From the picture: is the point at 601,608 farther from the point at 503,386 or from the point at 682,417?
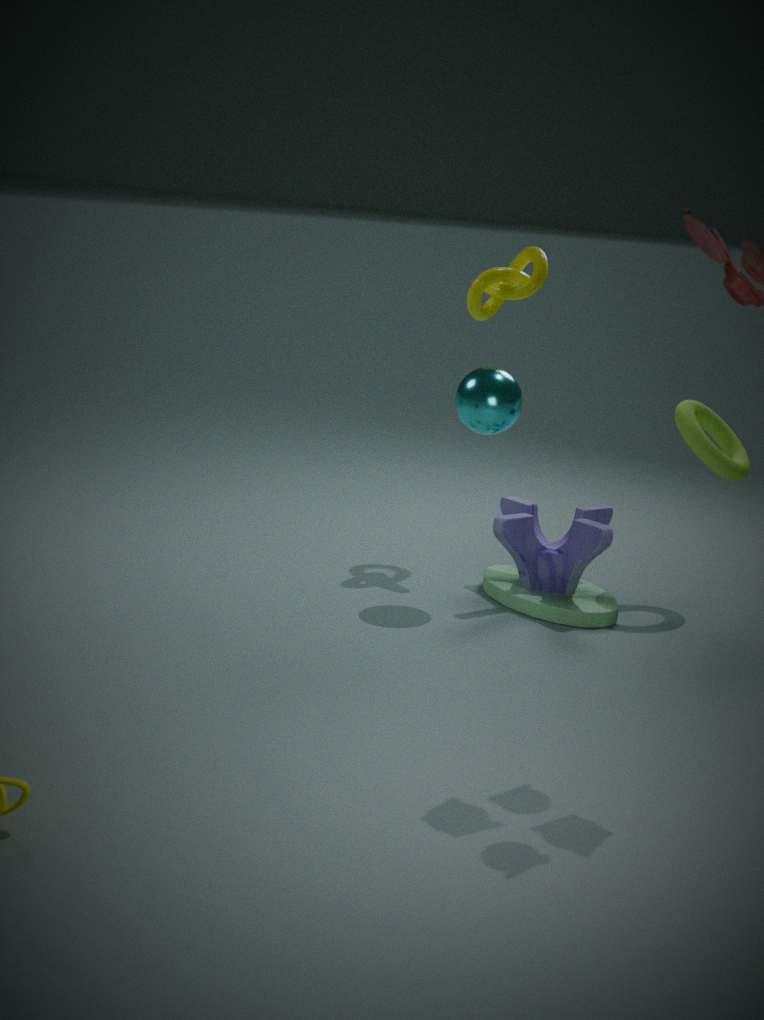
the point at 682,417
